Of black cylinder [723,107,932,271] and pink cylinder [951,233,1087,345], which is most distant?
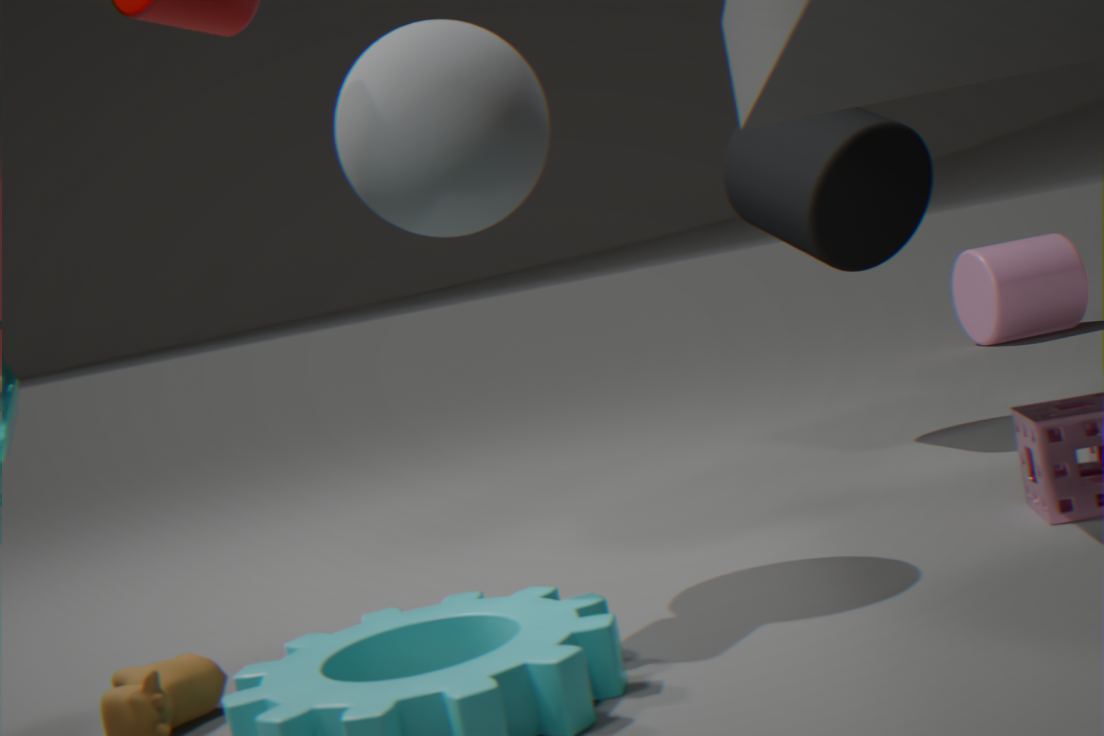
pink cylinder [951,233,1087,345]
